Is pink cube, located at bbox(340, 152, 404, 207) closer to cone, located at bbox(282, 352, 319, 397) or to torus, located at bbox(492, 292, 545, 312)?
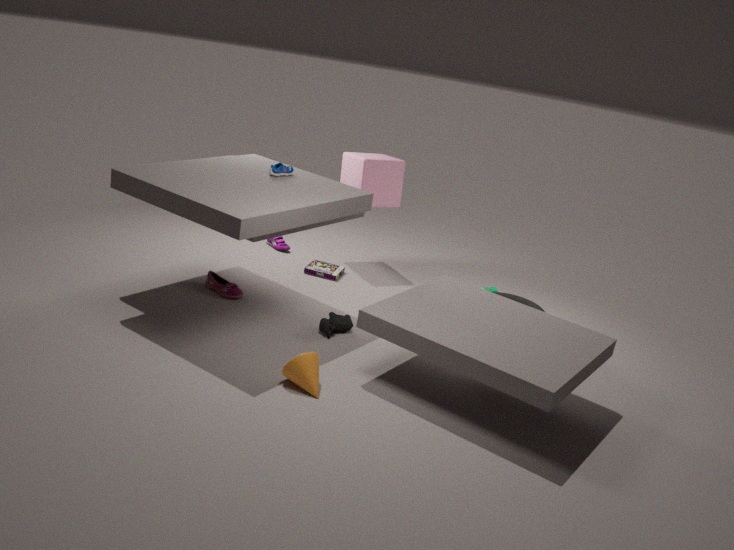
torus, located at bbox(492, 292, 545, 312)
